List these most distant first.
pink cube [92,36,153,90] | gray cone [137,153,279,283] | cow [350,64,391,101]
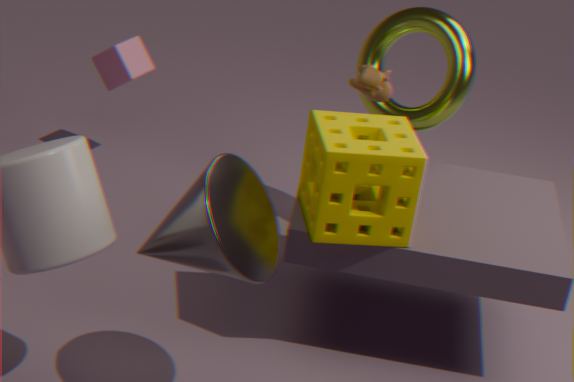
pink cube [92,36,153,90]
cow [350,64,391,101]
gray cone [137,153,279,283]
